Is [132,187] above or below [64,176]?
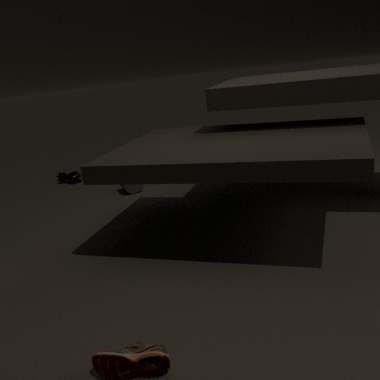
above
